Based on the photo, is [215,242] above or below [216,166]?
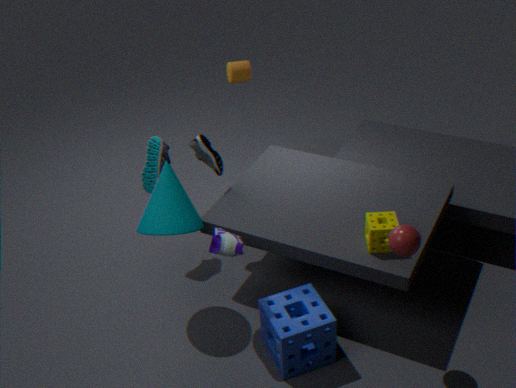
below
